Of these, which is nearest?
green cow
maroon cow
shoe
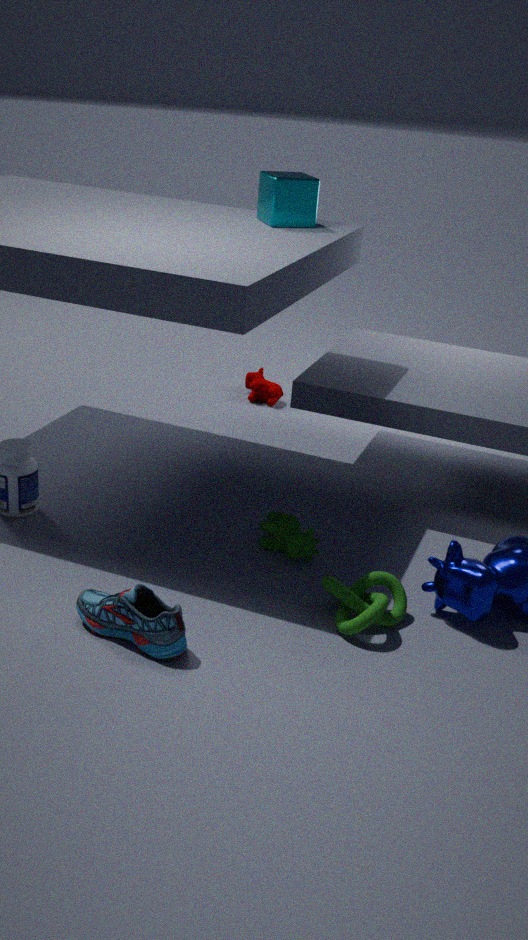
shoe
